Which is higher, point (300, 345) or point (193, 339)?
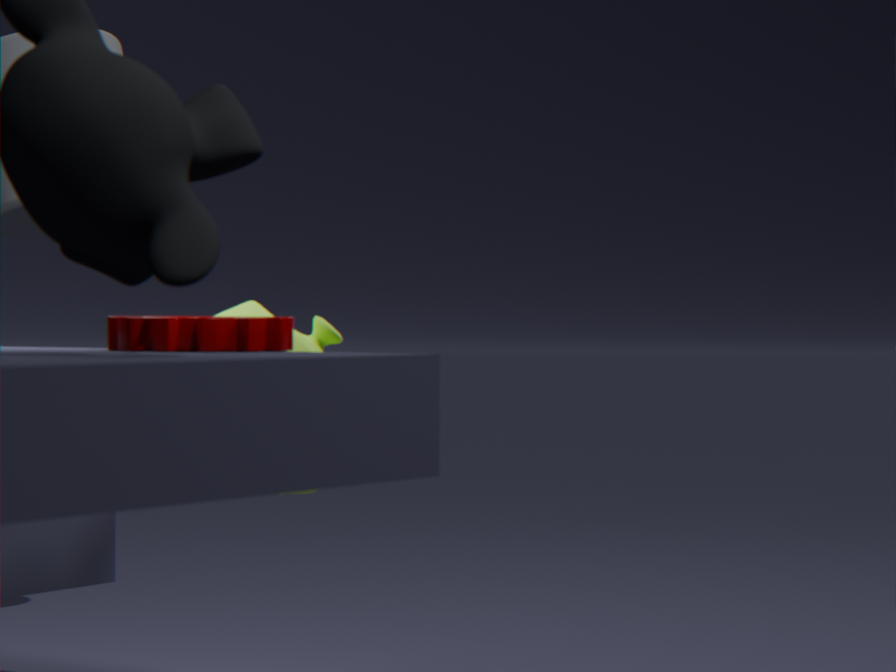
point (193, 339)
